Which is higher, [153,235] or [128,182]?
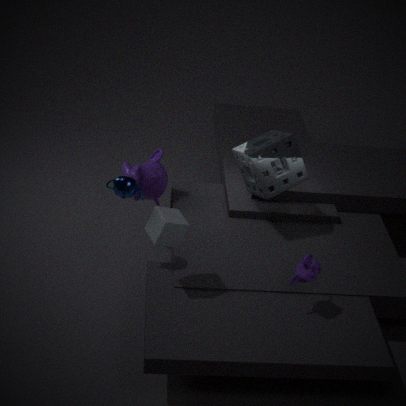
[128,182]
